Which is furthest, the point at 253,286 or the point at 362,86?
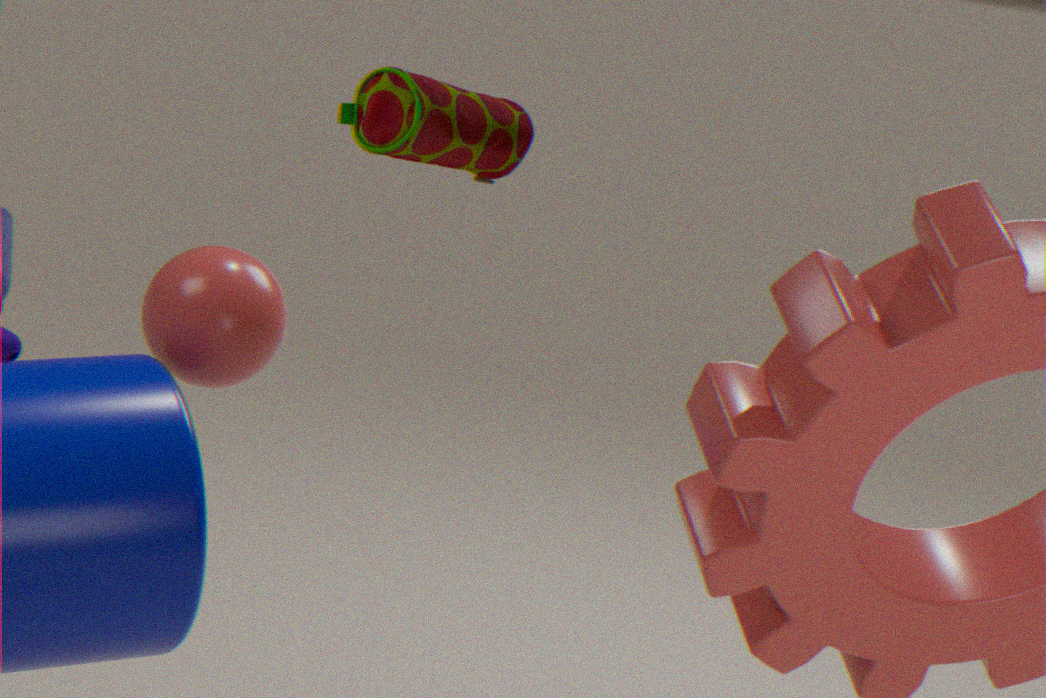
the point at 253,286
